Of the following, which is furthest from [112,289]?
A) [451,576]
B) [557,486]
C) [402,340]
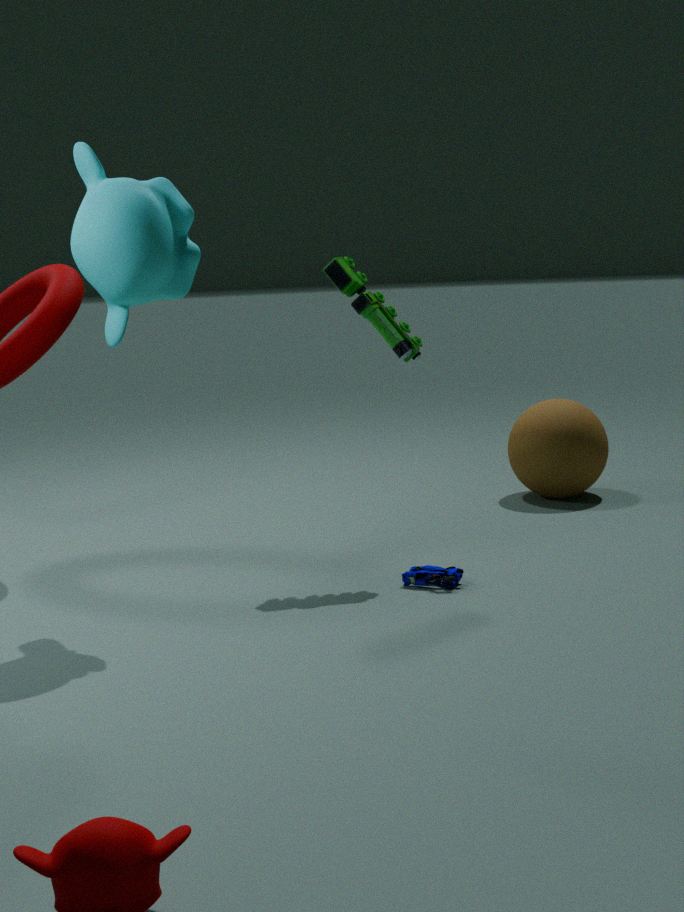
[557,486]
